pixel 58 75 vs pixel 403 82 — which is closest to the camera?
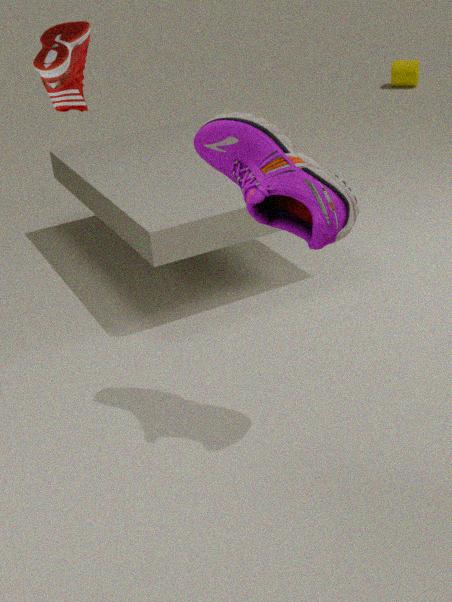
pixel 58 75
